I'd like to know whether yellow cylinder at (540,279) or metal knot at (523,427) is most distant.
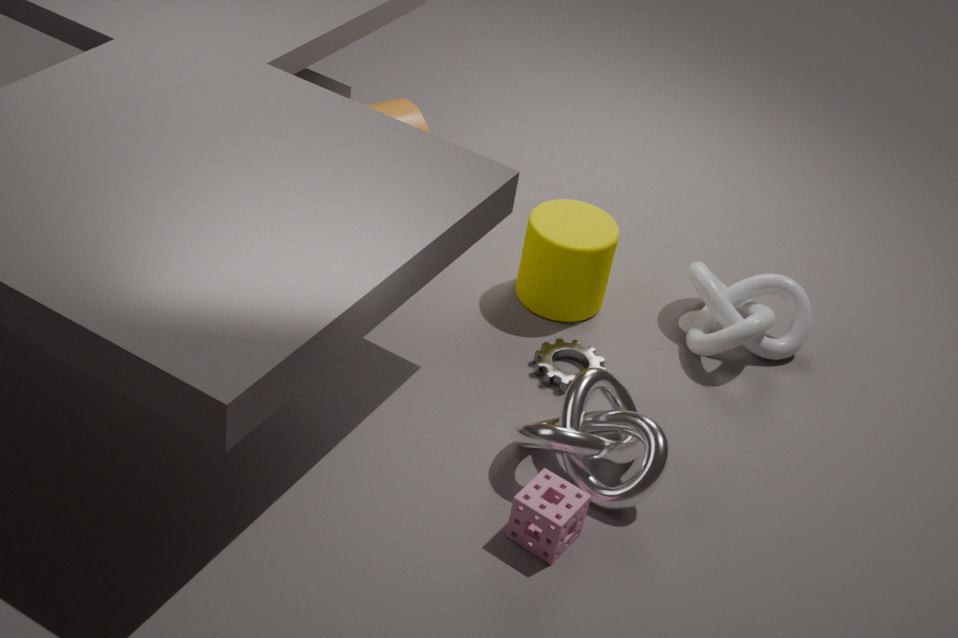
yellow cylinder at (540,279)
